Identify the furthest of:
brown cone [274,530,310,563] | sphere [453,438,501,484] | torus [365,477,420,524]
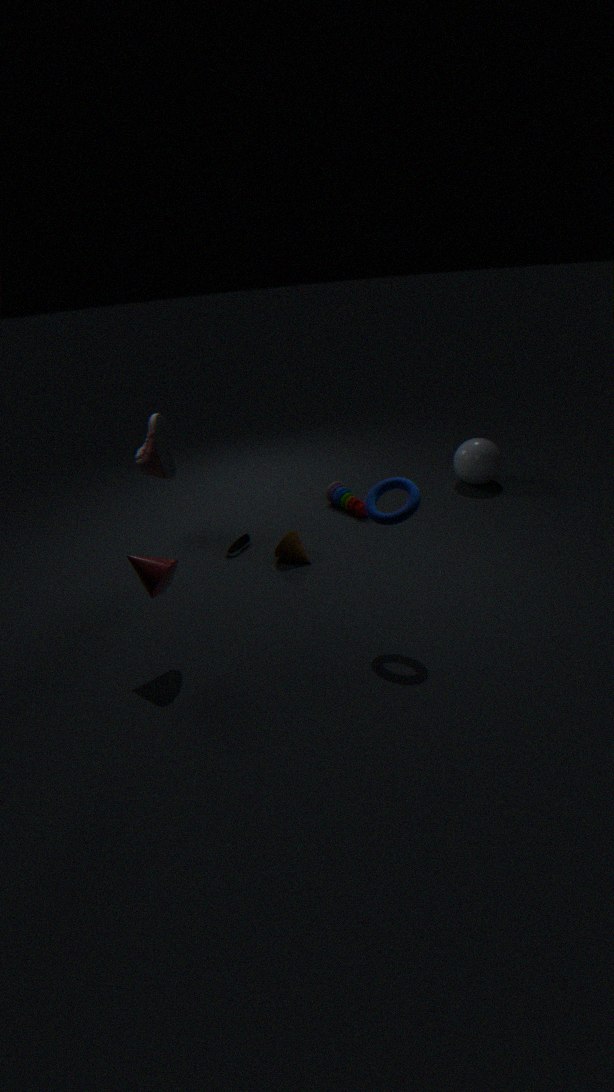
sphere [453,438,501,484]
